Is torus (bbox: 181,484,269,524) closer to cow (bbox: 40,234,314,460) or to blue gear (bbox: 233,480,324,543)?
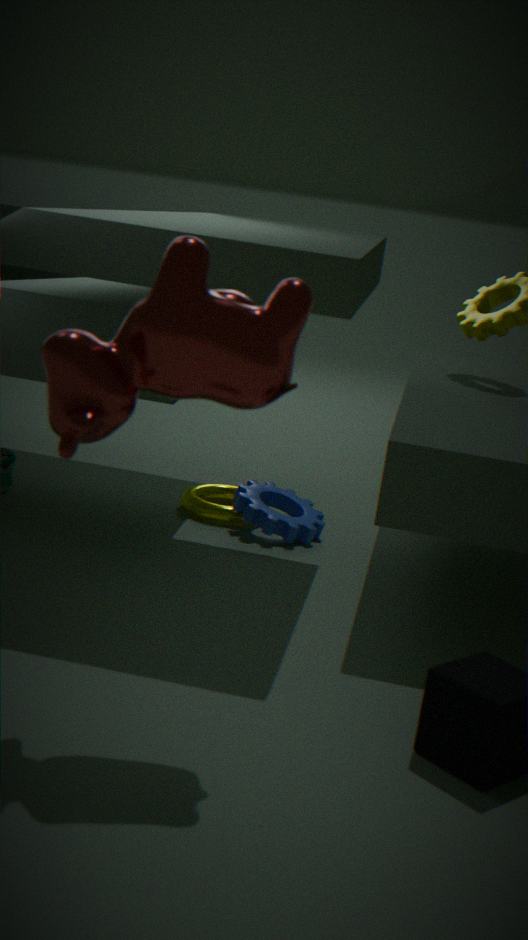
blue gear (bbox: 233,480,324,543)
